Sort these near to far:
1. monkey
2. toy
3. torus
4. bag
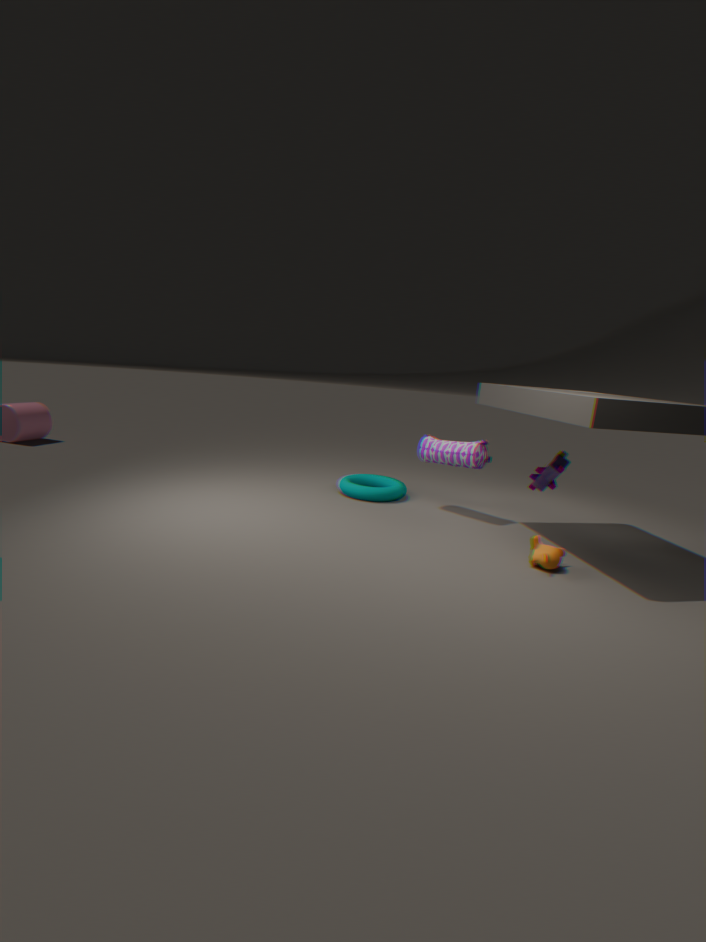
monkey → toy → bag → torus
